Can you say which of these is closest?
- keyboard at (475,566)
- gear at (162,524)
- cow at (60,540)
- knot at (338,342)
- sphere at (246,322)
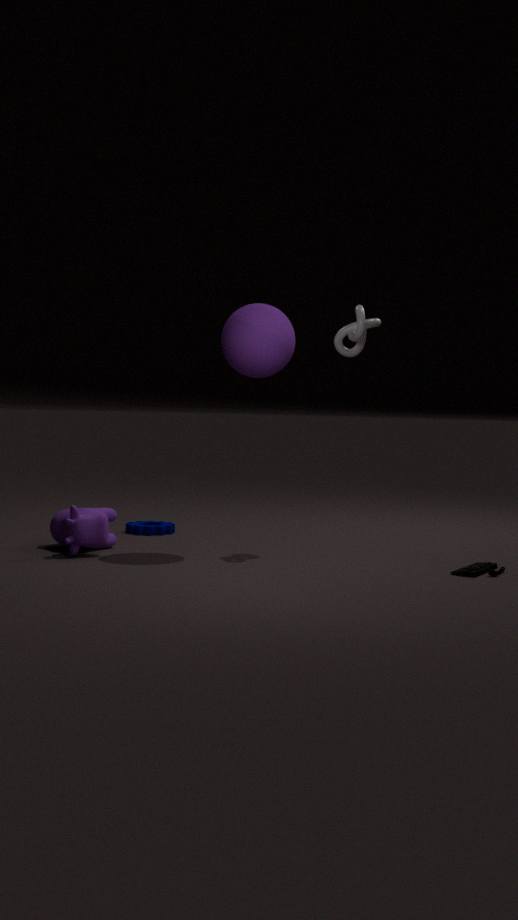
keyboard at (475,566)
